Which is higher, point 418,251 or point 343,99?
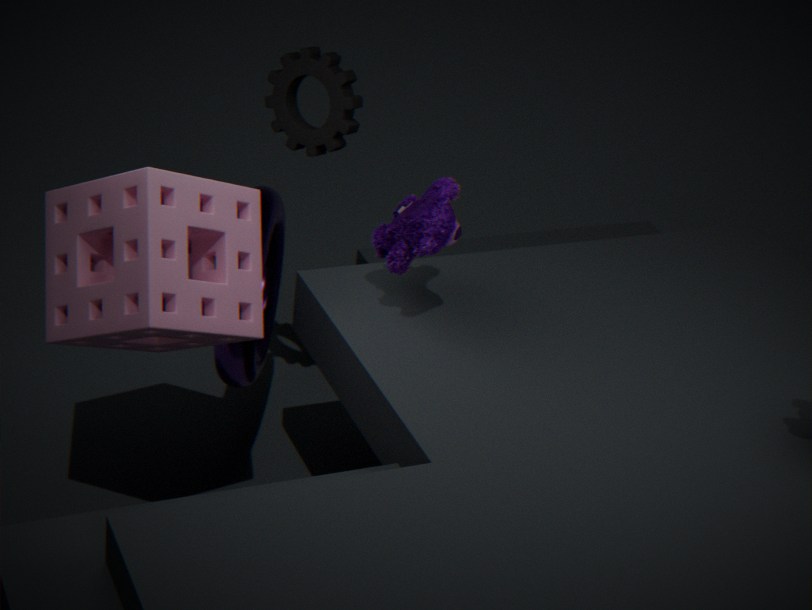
point 343,99
